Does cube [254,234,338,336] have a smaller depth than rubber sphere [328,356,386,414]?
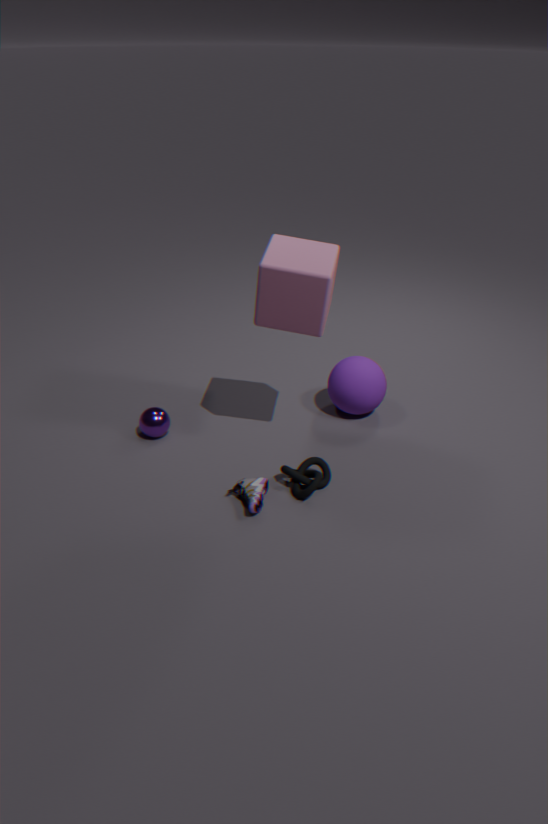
Yes
